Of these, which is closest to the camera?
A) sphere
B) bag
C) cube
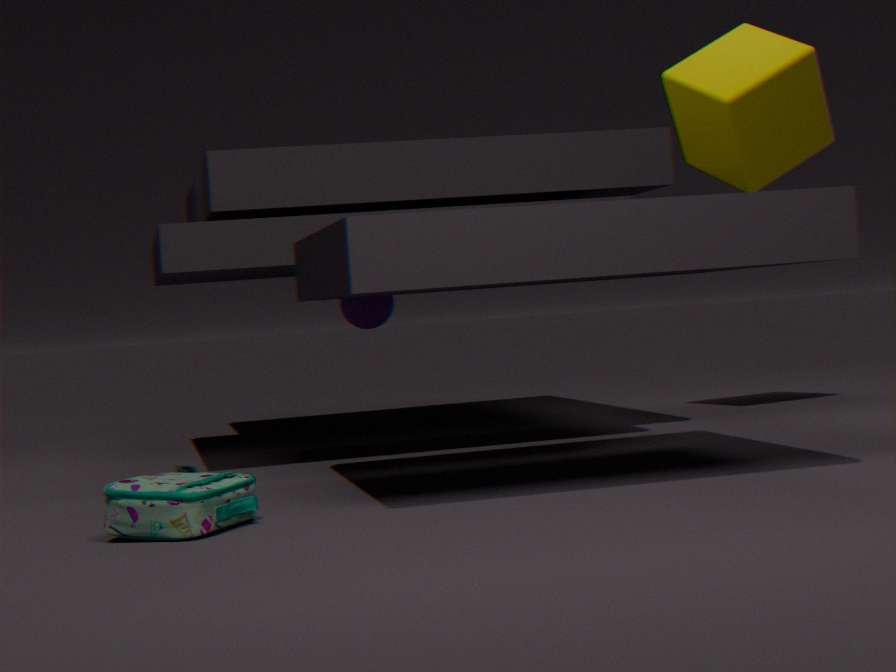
bag
